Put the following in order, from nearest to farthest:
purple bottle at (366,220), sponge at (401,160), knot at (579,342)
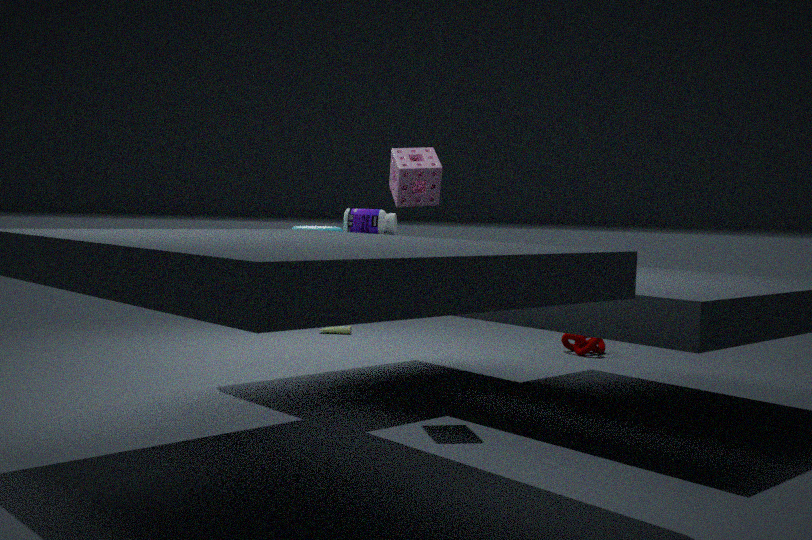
sponge at (401,160) < purple bottle at (366,220) < knot at (579,342)
